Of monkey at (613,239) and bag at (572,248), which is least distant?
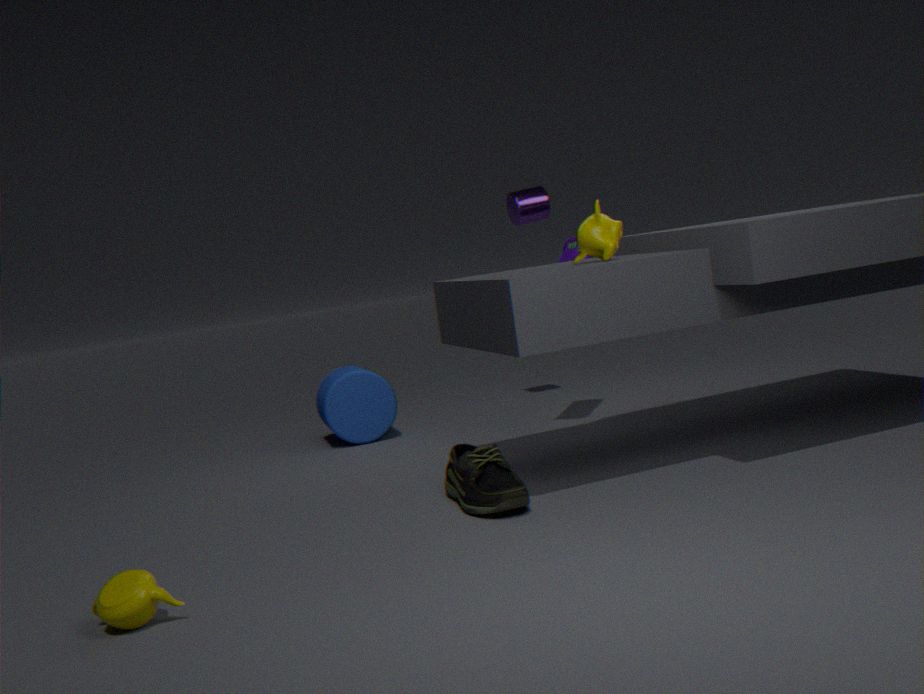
monkey at (613,239)
